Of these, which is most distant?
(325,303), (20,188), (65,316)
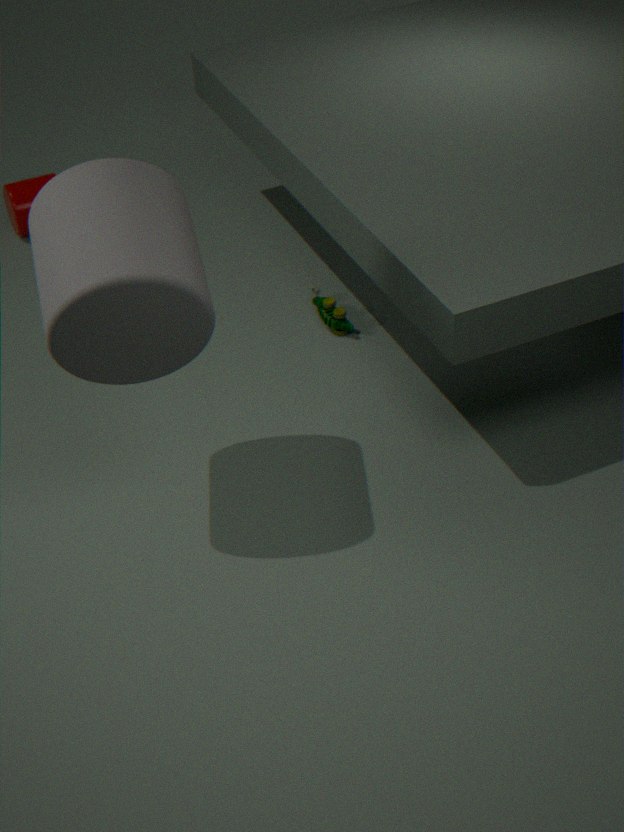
(20,188)
